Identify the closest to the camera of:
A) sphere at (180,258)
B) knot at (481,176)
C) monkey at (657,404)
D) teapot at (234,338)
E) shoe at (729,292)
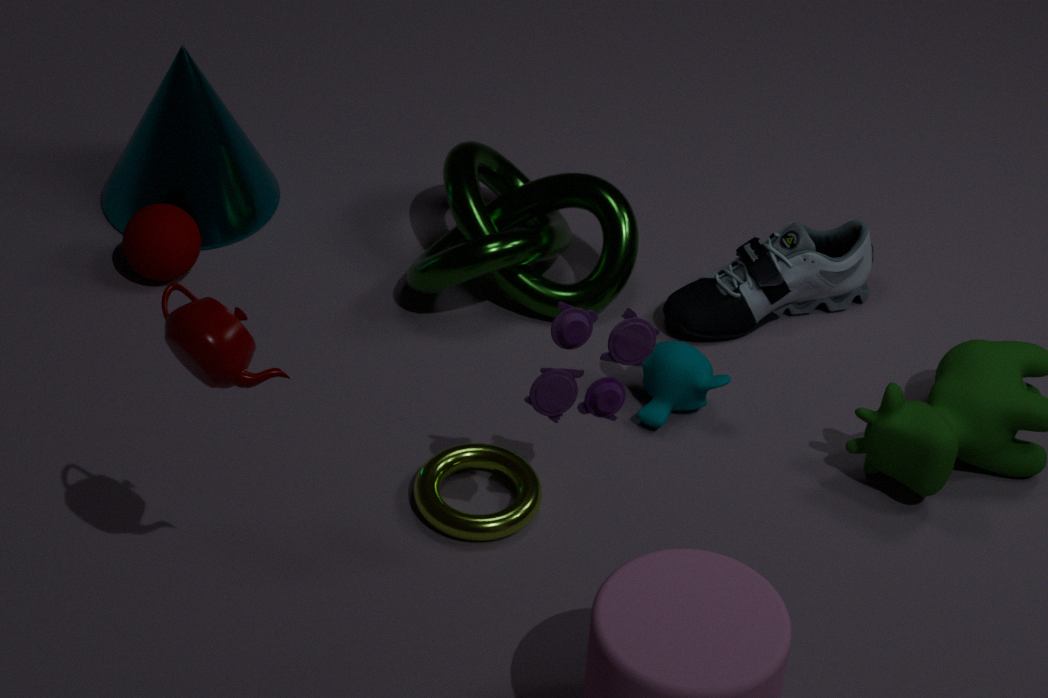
teapot at (234,338)
